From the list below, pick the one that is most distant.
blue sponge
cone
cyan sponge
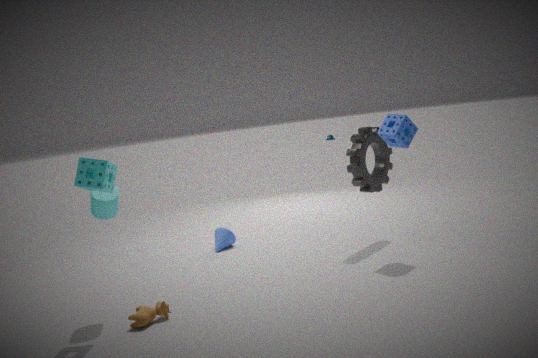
cone
